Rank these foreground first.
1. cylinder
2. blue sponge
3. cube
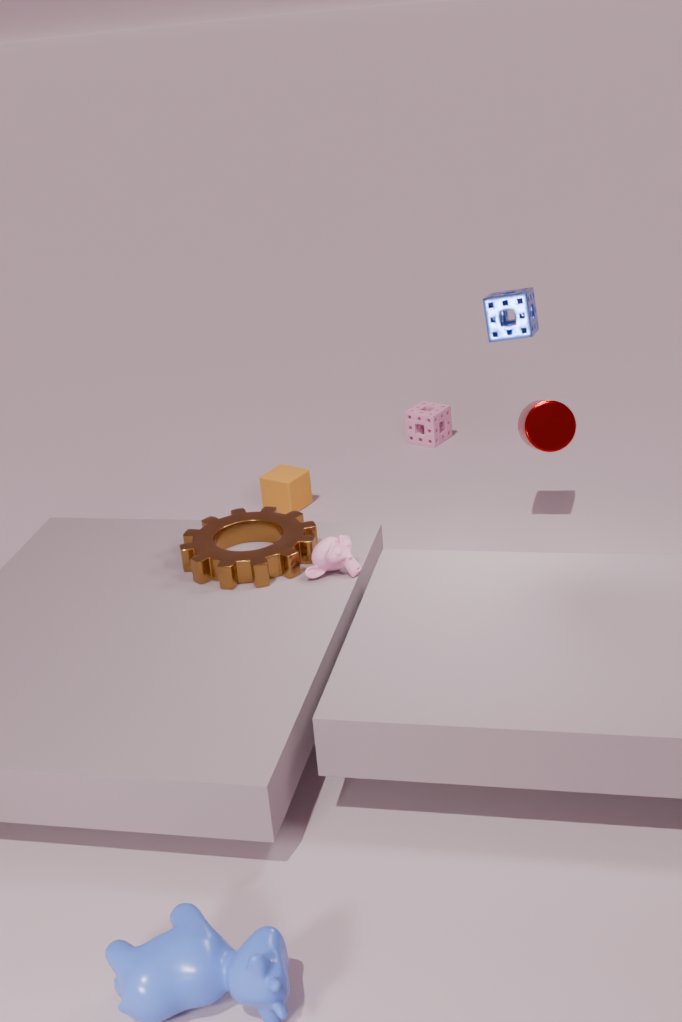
cylinder < blue sponge < cube
